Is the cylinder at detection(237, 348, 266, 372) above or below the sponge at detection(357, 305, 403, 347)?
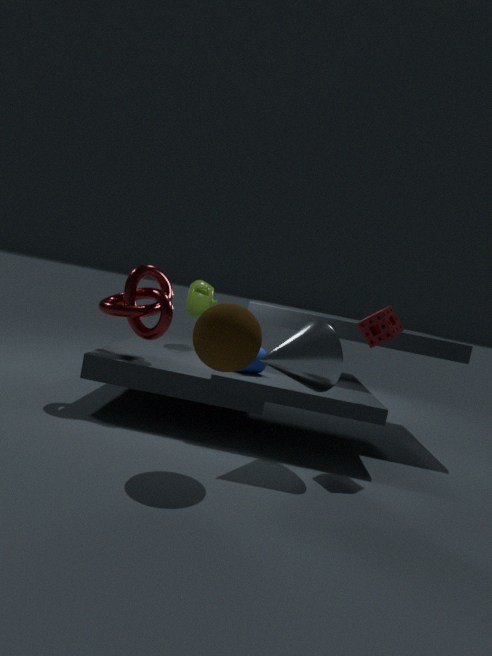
below
